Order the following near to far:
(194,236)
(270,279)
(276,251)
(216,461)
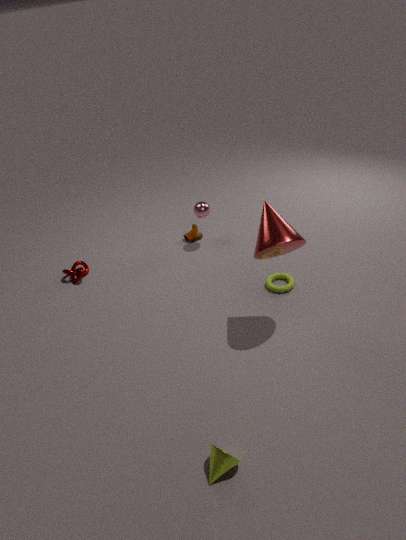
(216,461) → (276,251) → (270,279) → (194,236)
